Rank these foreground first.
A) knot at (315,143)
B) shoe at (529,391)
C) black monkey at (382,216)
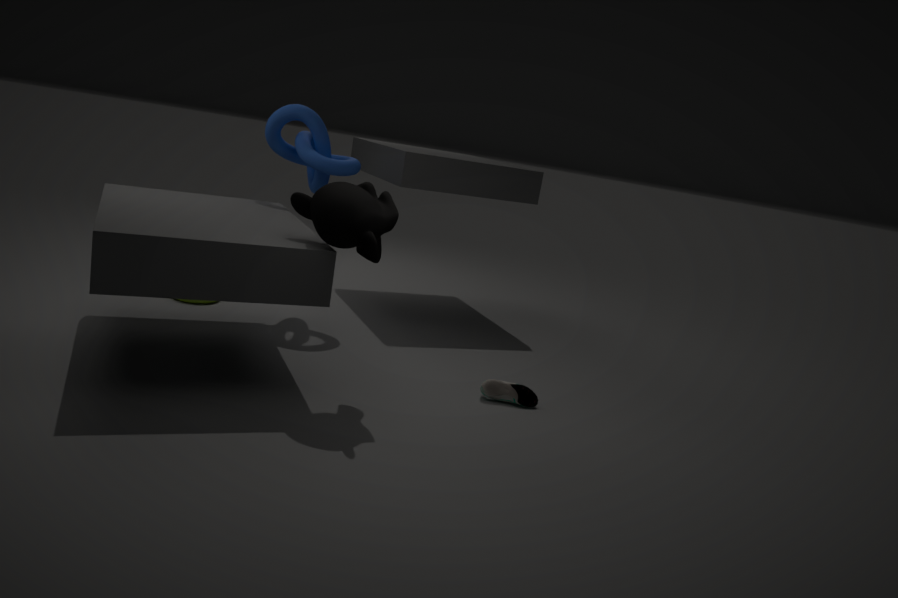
1. black monkey at (382,216)
2. shoe at (529,391)
3. knot at (315,143)
